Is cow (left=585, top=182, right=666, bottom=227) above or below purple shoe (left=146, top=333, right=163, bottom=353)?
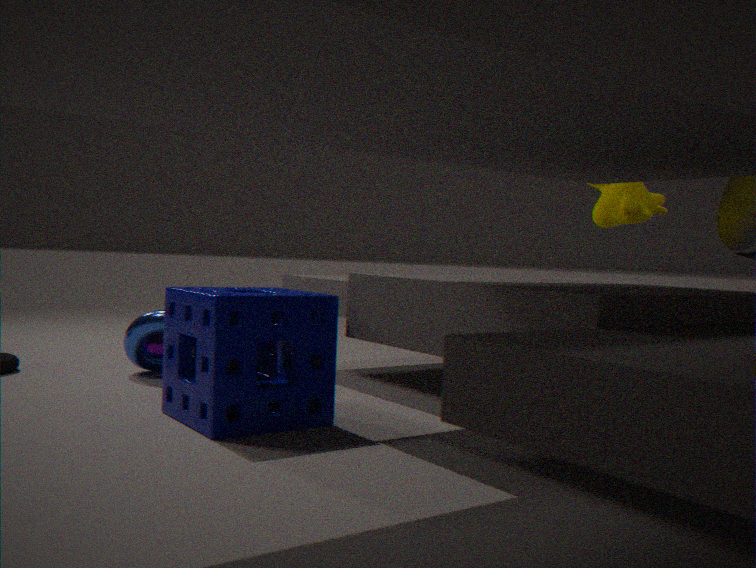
A: above
